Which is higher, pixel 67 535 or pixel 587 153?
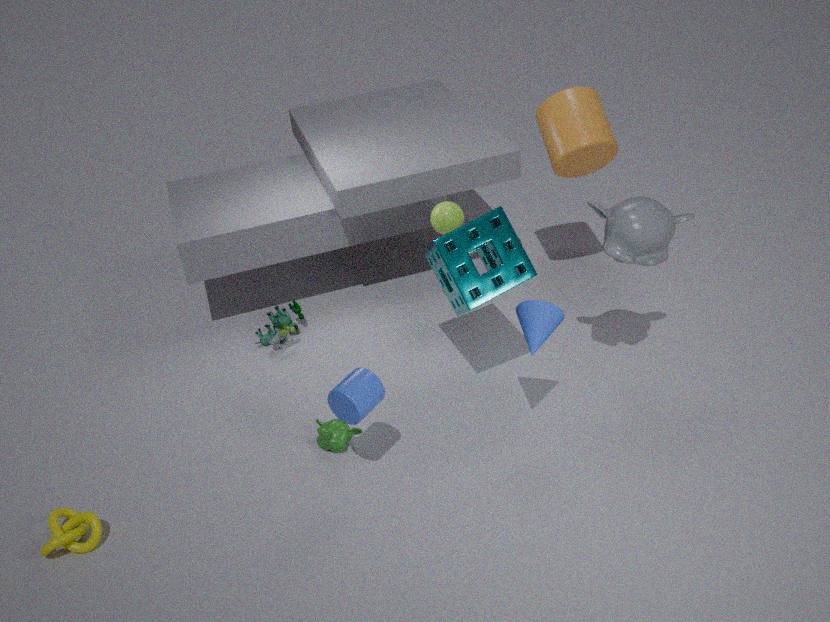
pixel 587 153
